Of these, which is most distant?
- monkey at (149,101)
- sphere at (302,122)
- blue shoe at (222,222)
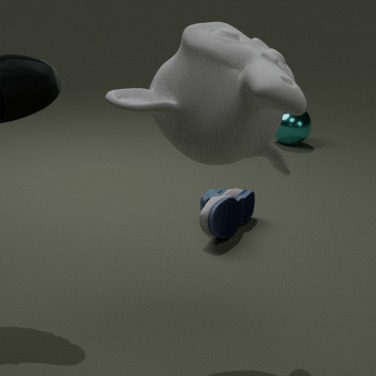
sphere at (302,122)
